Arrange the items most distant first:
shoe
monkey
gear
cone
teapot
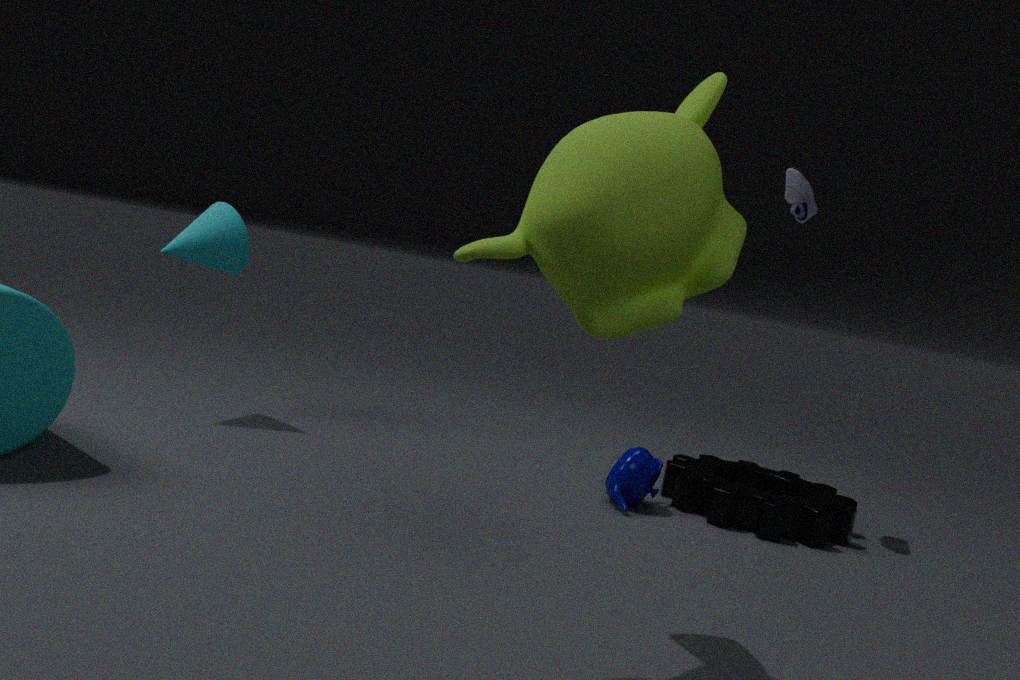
1. cone
2. shoe
3. teapot
4. gear
5. monkey
